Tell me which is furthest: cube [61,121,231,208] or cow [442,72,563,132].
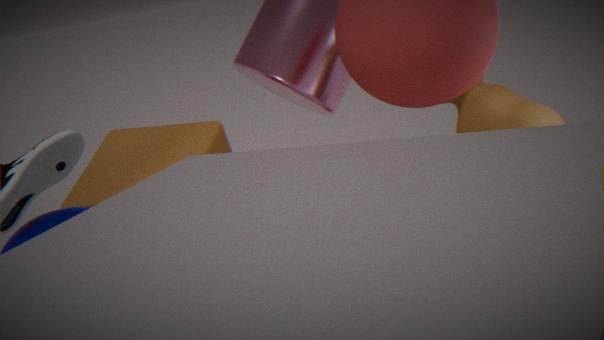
cube [61,121,231,208]
